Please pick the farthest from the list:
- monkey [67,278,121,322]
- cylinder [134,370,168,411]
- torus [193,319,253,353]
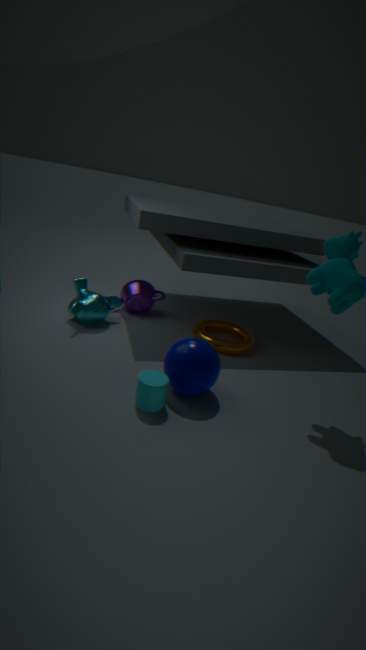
torus [193,319,253,353]
